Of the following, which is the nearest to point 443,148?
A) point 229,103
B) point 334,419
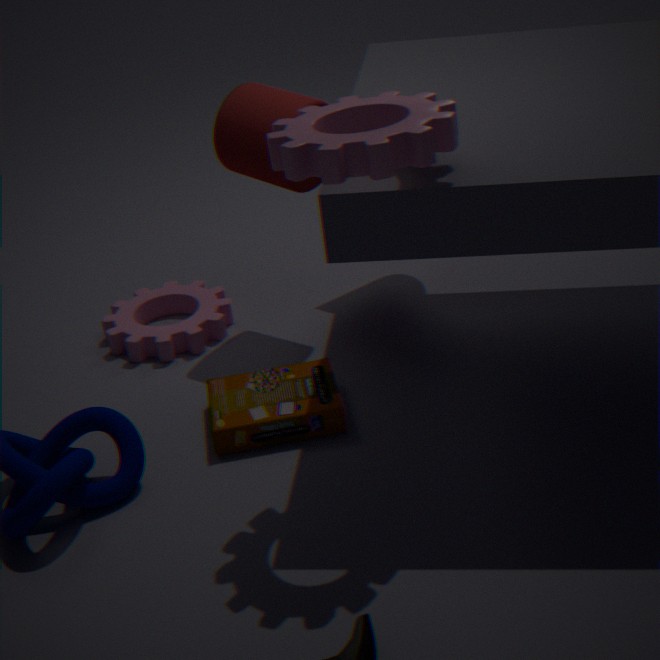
point 229,103
